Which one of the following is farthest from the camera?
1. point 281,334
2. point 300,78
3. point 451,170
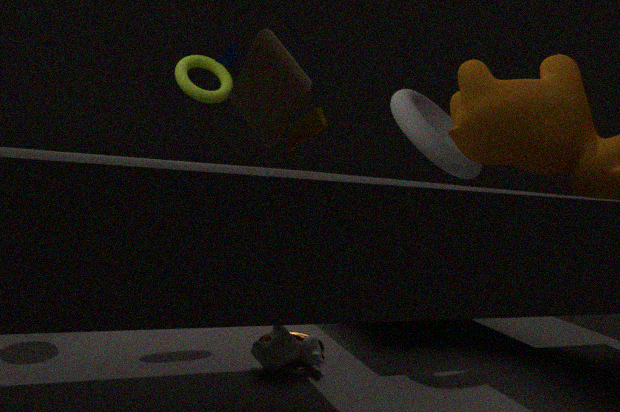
point 451,170
